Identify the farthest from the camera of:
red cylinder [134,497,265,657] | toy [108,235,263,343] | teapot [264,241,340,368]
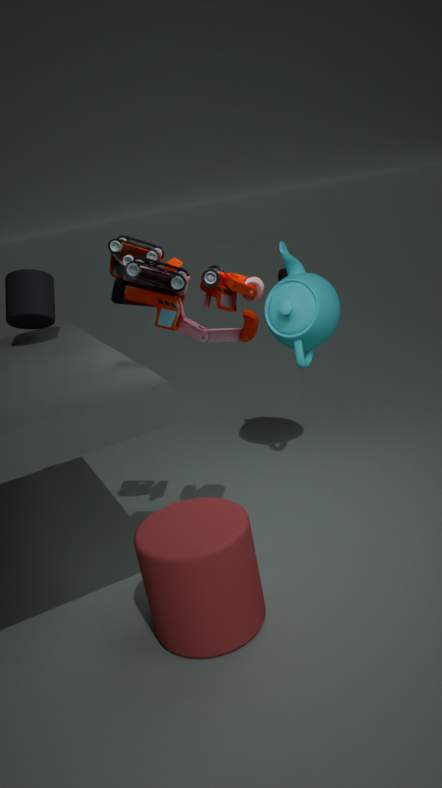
teapot [264,241,340,368]
